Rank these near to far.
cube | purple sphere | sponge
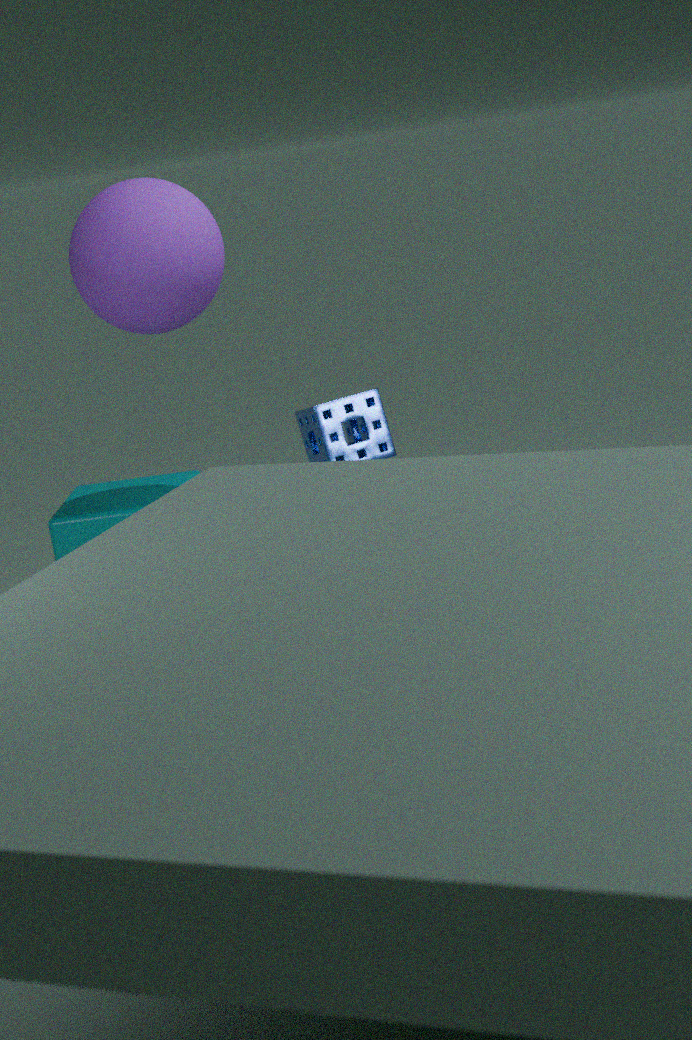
1. purple sphere
2. sponge
3. cube
